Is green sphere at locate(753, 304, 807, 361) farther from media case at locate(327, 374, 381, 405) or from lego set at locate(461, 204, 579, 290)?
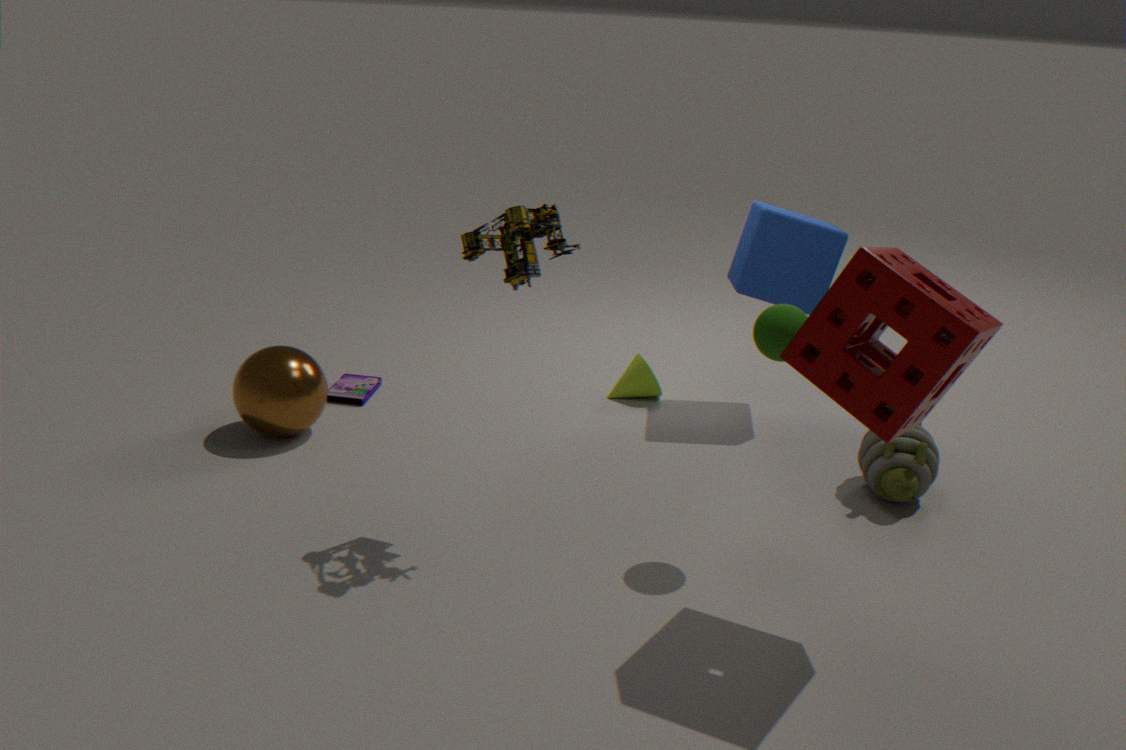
media case at locate(327, 374, 381, 405)
